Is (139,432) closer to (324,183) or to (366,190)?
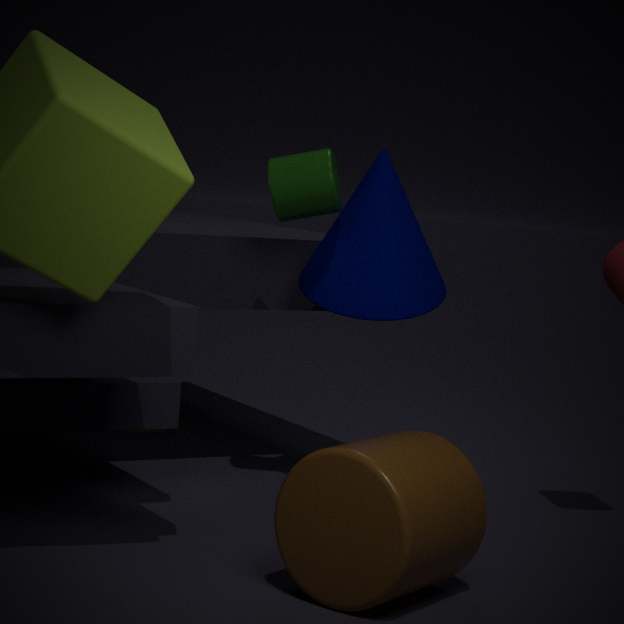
(366,190)
